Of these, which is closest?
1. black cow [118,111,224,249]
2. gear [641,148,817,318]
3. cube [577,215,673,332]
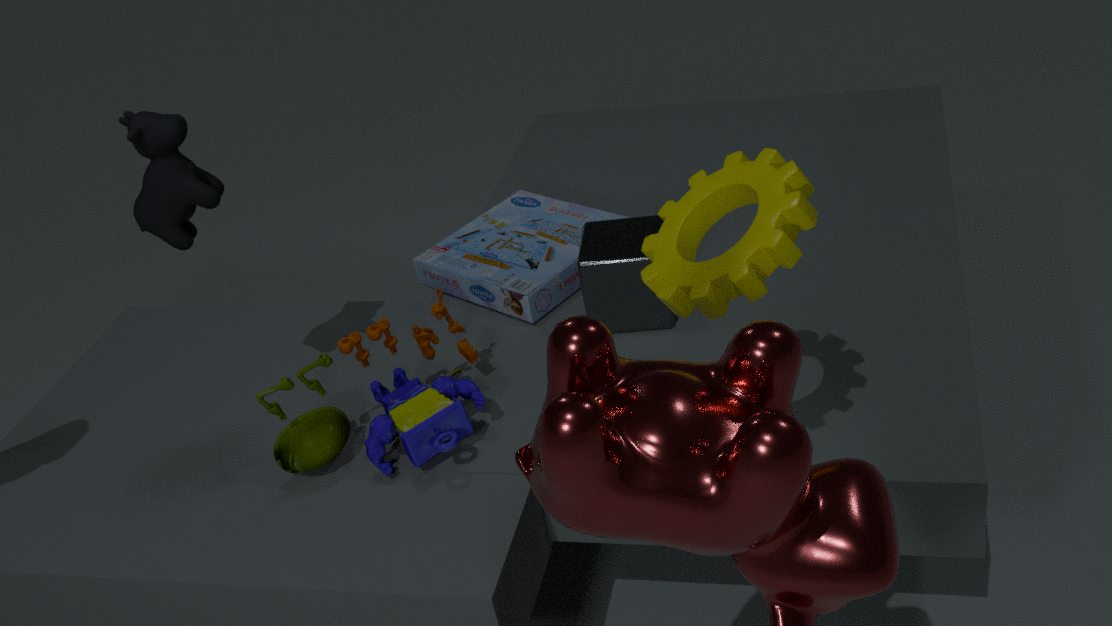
gear [641,148,817,318]
